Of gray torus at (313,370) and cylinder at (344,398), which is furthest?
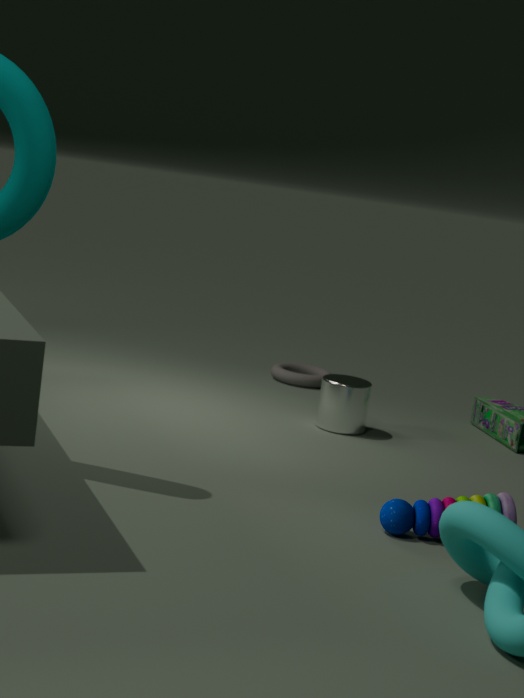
gray torus at (313,370)
